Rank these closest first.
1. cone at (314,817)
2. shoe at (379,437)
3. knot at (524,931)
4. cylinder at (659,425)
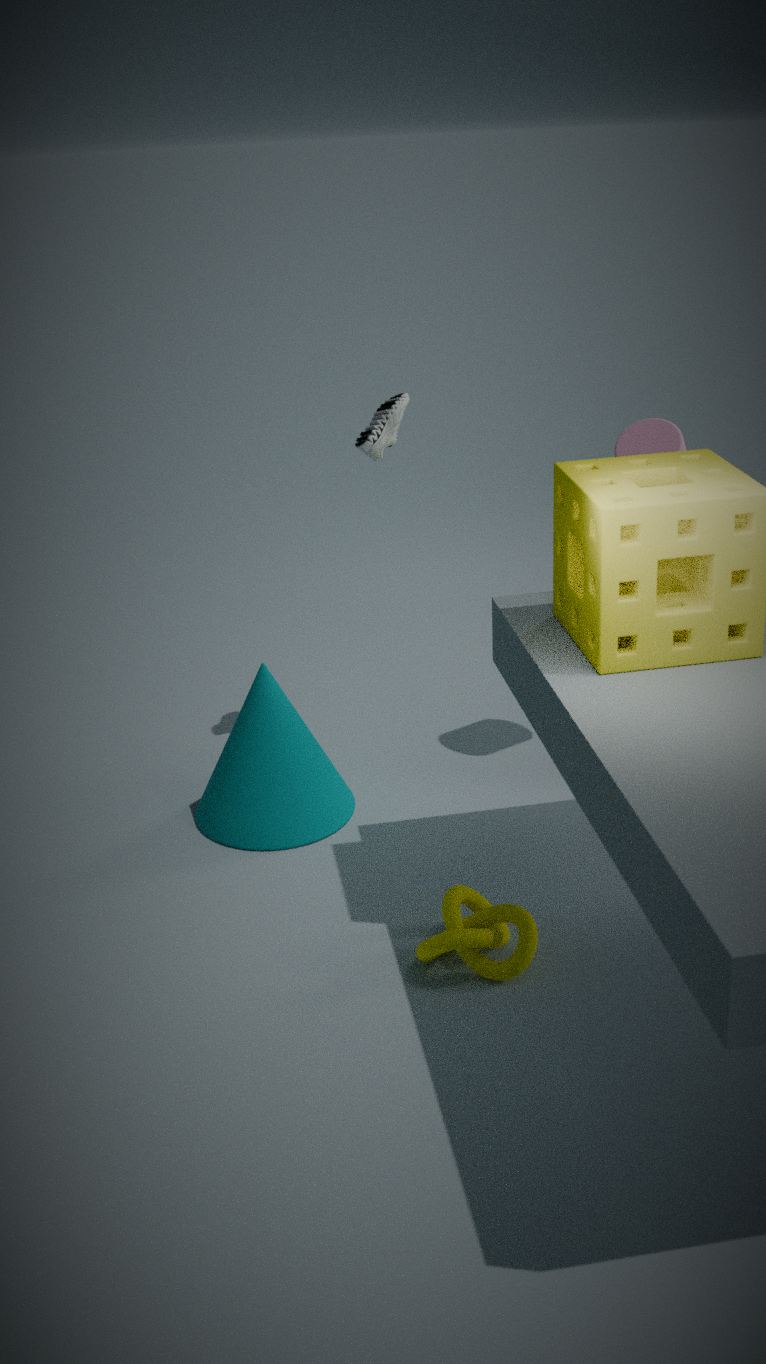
knot at (524,931), cone at (314,817), cylinder at (659,425), shoe at (379,437)
